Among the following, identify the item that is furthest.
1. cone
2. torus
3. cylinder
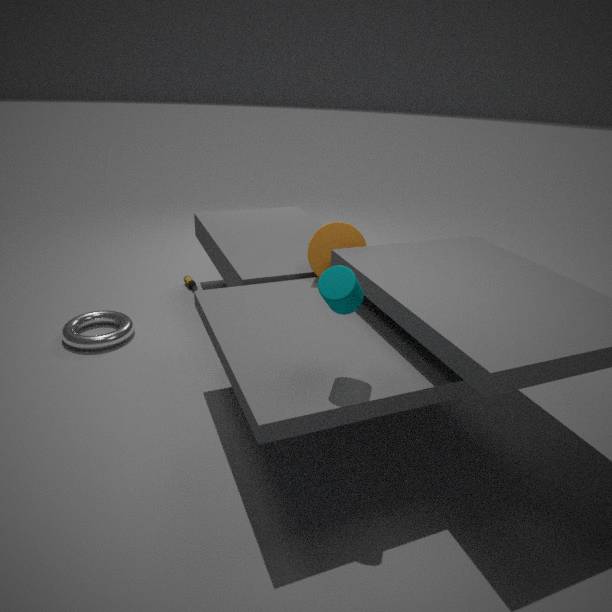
torus
